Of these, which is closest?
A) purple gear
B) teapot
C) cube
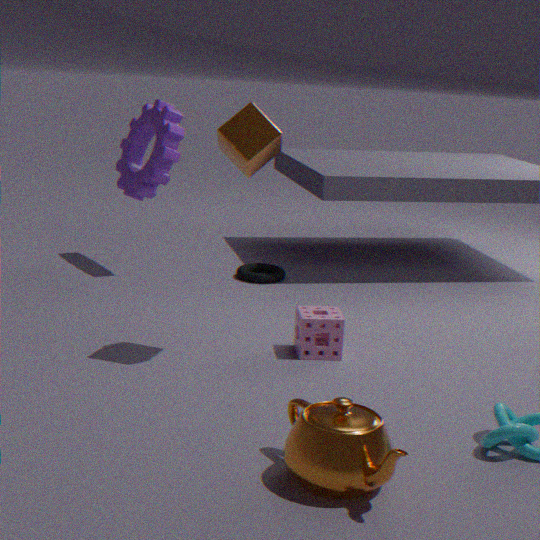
teapot
